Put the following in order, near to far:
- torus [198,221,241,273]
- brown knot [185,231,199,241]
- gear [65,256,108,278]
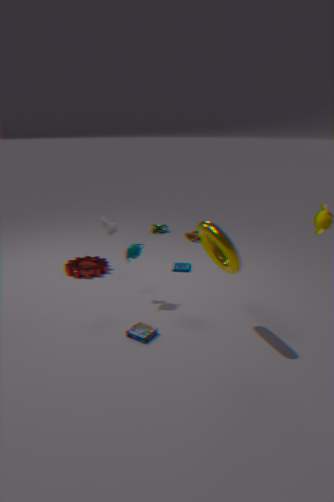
torus [198,221,241,273] < gear [65,256,108,278] < brown knot [185,231,199,241]
